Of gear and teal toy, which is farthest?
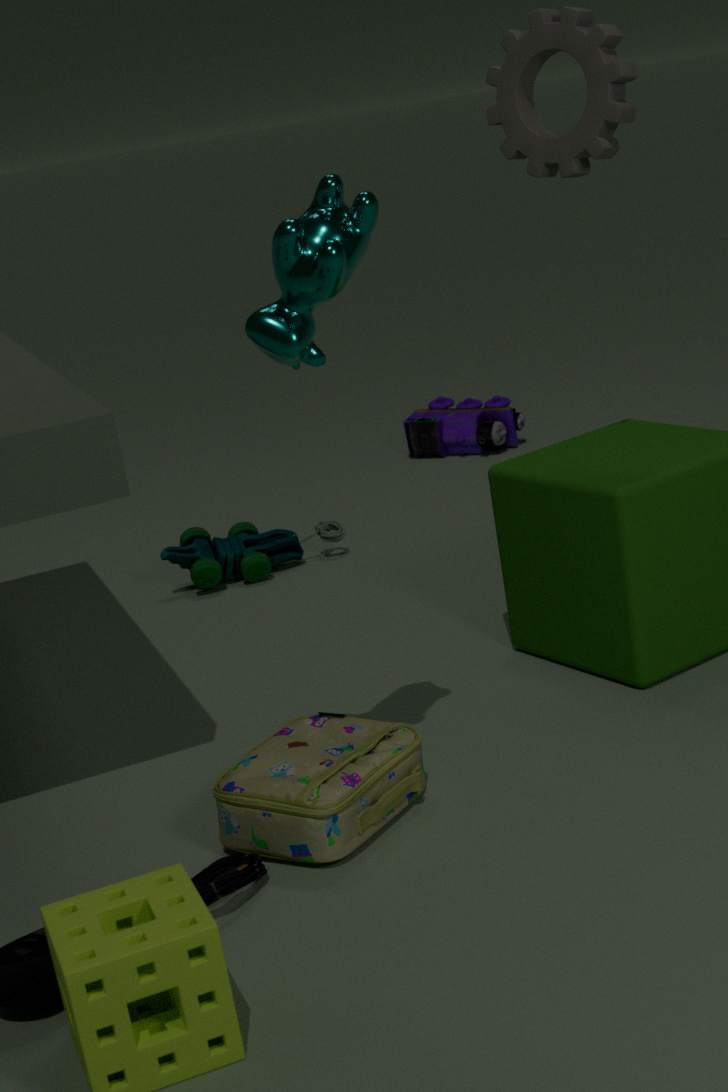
teal toy
